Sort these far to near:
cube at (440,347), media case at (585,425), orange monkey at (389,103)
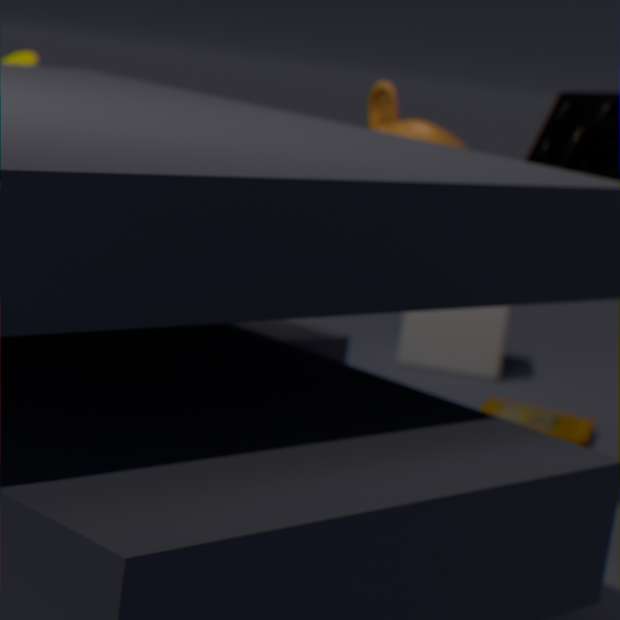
cube at (440,347) < media case at (585,425) < orange monkey at (389,103)
